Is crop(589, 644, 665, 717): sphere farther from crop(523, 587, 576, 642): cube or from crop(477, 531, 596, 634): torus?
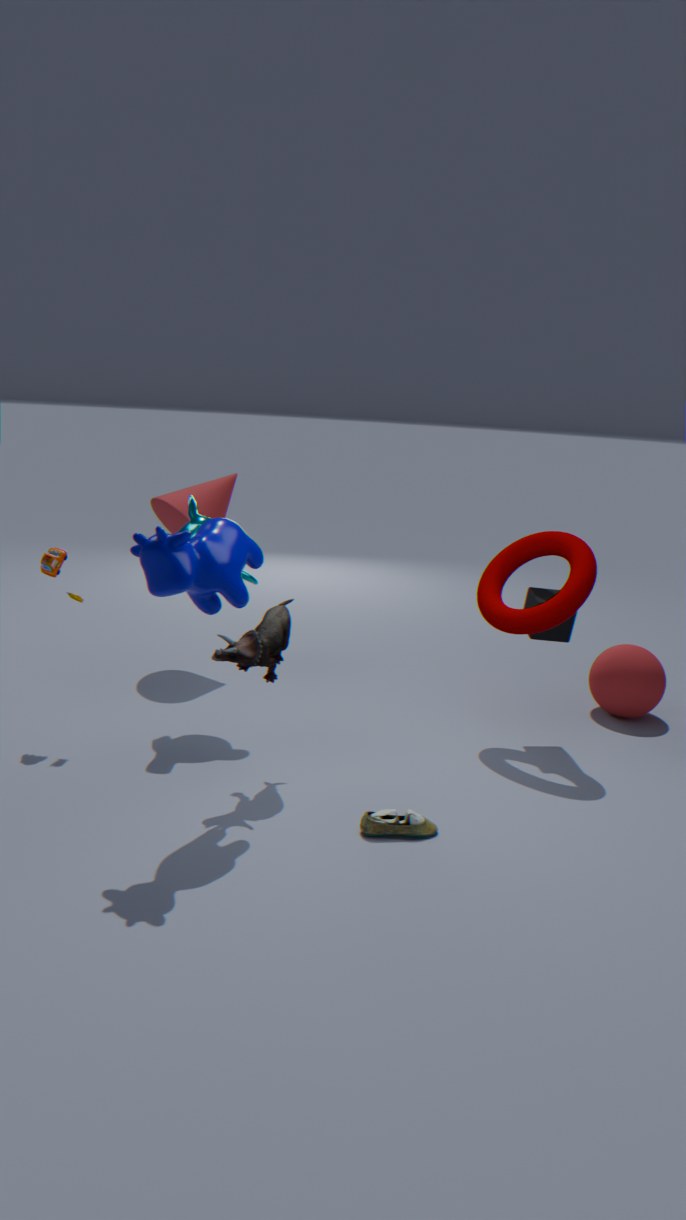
crop(477, 531, 596, 634): torus
